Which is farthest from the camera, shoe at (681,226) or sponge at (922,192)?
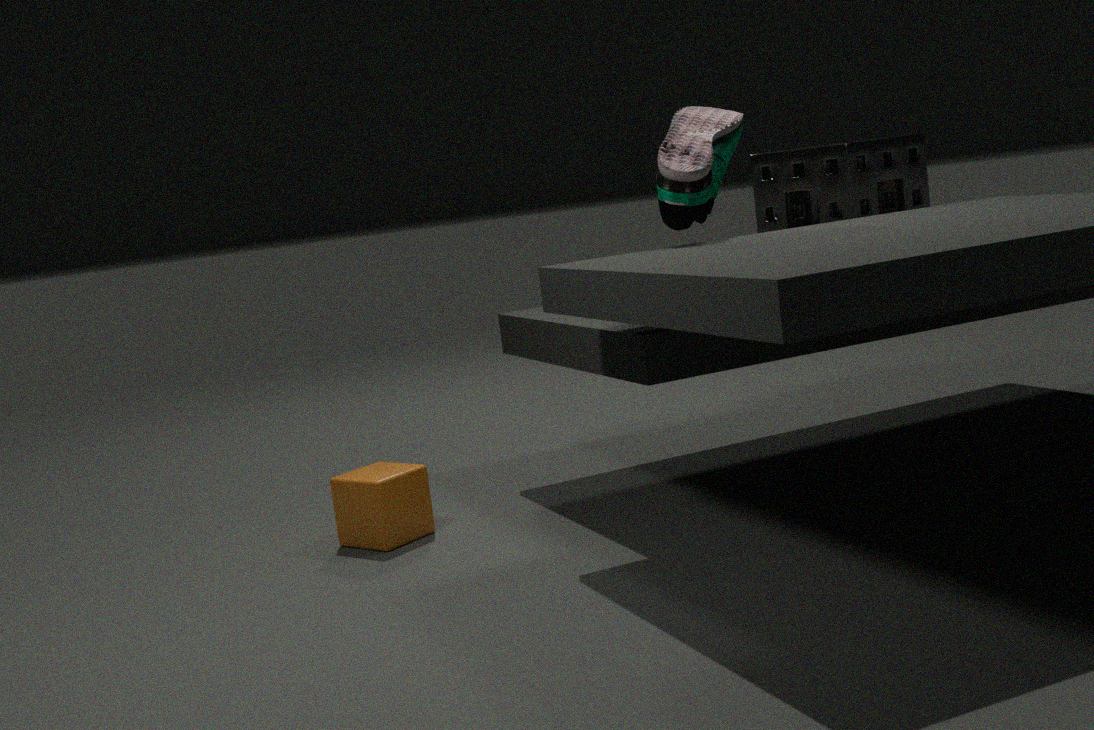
sponge at (922,192)
